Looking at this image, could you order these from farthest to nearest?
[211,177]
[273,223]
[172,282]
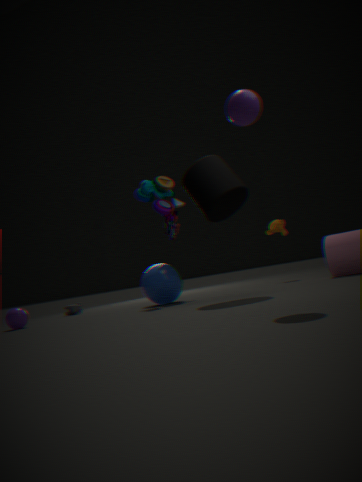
[273,223] → [172,282] → [211,177]
